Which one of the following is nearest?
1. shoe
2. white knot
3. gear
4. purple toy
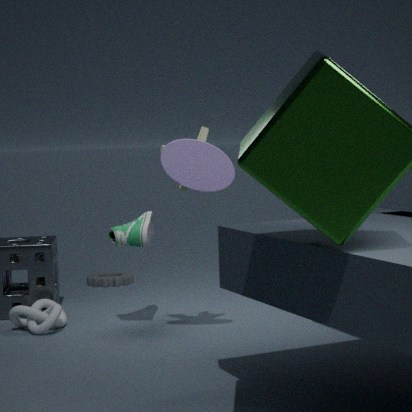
purple toy
